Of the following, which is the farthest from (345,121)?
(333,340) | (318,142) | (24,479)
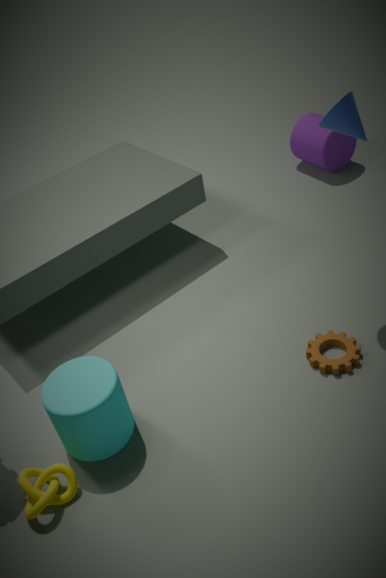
(24,479)
